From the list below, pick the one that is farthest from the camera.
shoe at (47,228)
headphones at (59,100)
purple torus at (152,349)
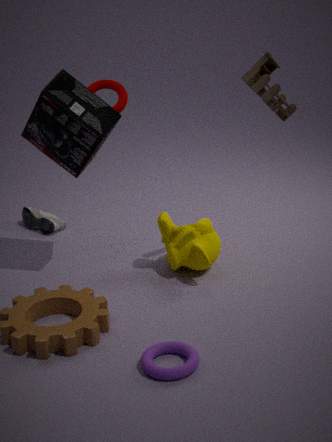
shoe at (47,228)
